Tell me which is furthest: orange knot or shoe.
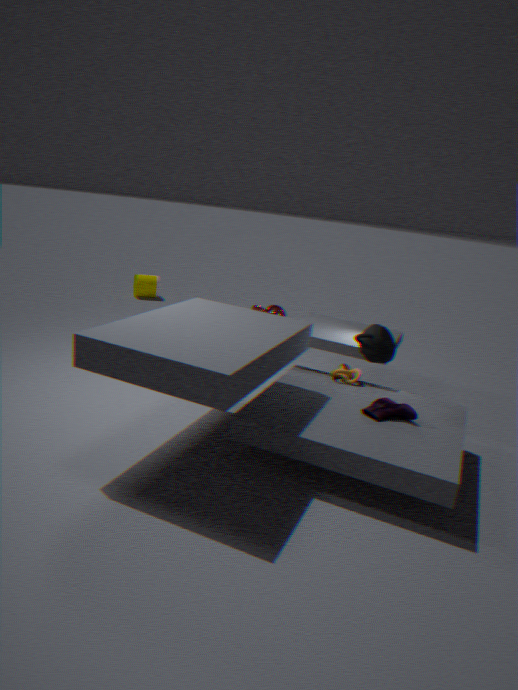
orange knot
